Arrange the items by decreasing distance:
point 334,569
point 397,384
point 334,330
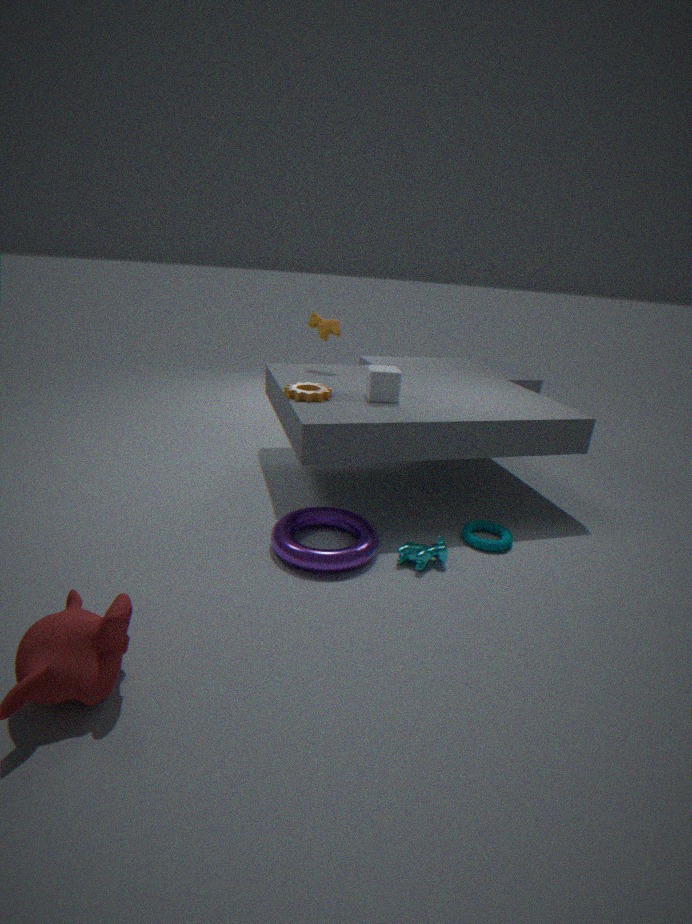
point 334,330 → point 397,384 → point 334,569
